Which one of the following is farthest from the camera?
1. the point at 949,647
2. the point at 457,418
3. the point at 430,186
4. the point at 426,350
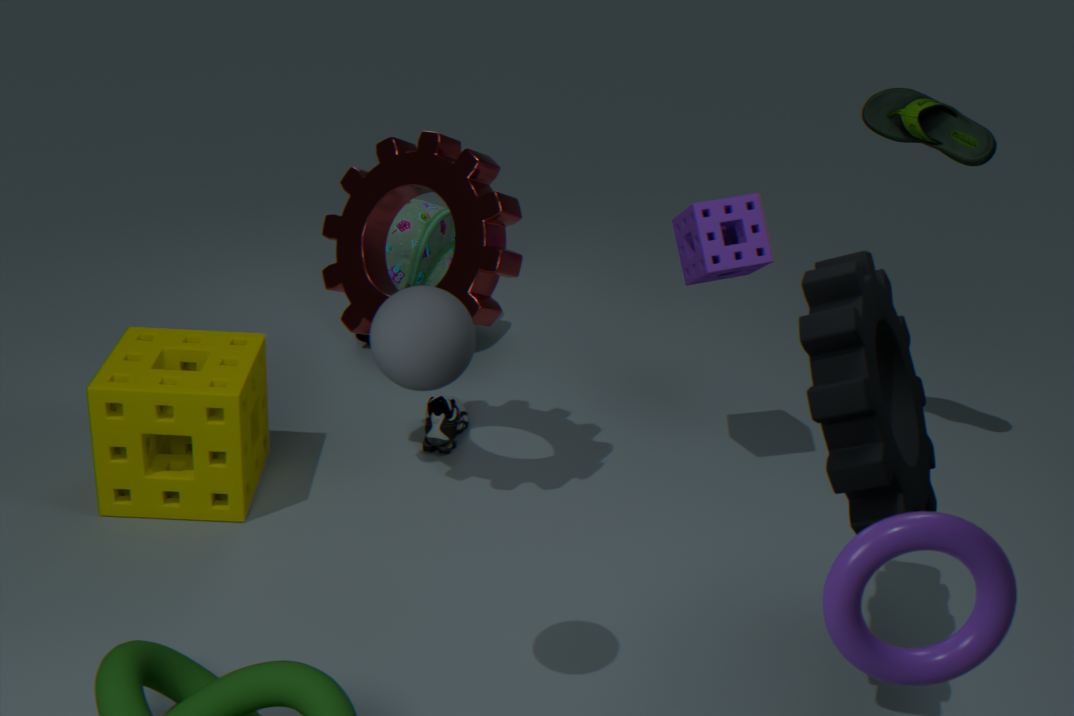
the point at 457,418
